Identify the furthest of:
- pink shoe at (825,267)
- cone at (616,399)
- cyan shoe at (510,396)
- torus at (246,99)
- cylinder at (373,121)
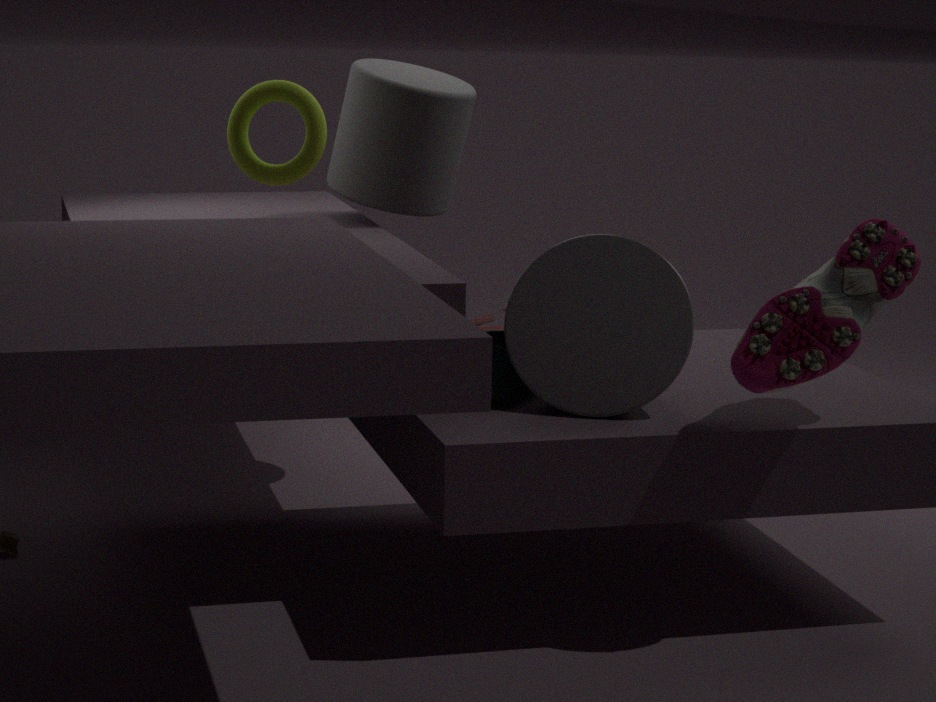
cylinder at (373,121)
